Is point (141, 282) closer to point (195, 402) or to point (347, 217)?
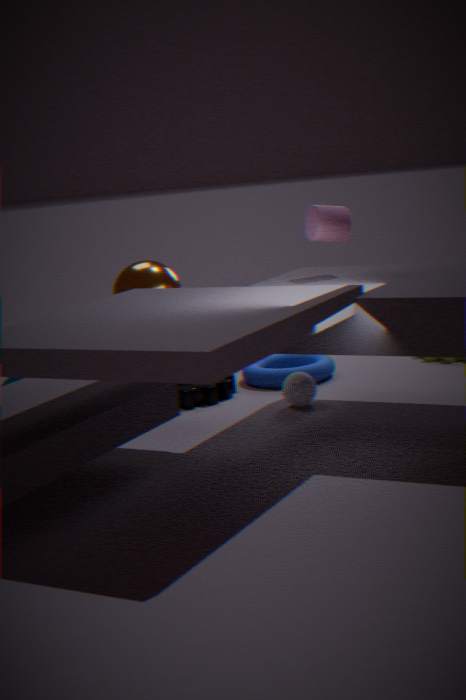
point (195, 402)
